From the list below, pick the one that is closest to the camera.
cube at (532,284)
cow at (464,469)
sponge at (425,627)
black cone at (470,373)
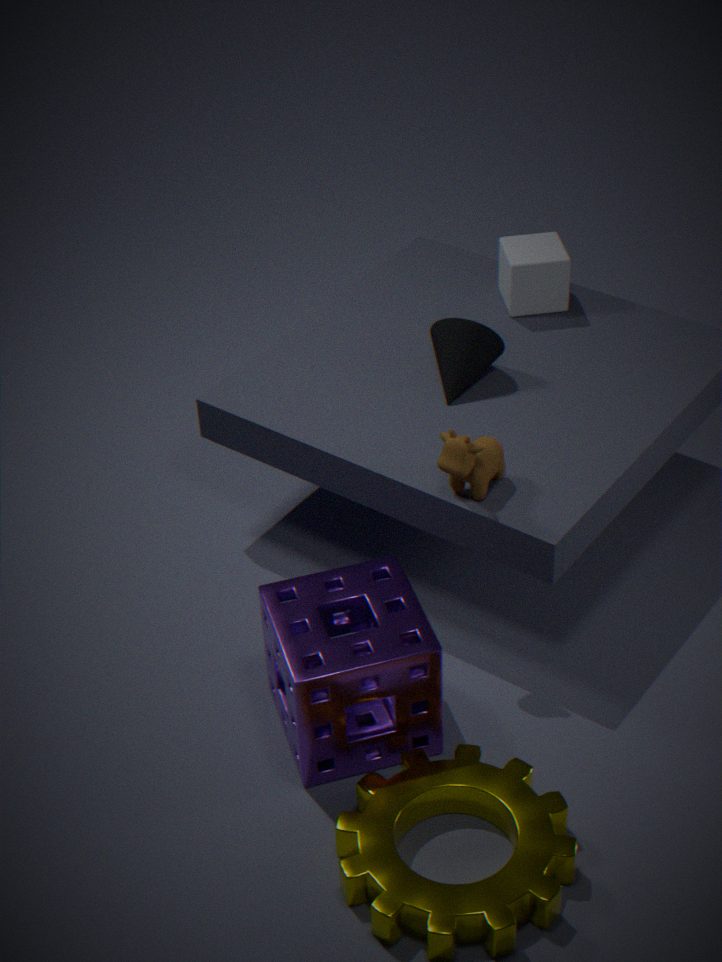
sponge at (425,627)
